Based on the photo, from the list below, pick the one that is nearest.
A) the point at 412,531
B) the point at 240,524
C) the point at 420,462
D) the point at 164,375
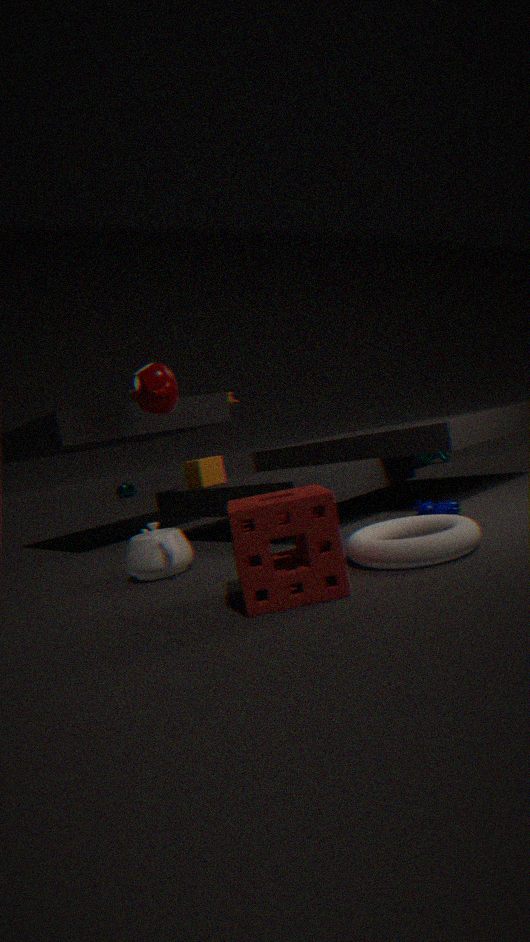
the point at 240,524
